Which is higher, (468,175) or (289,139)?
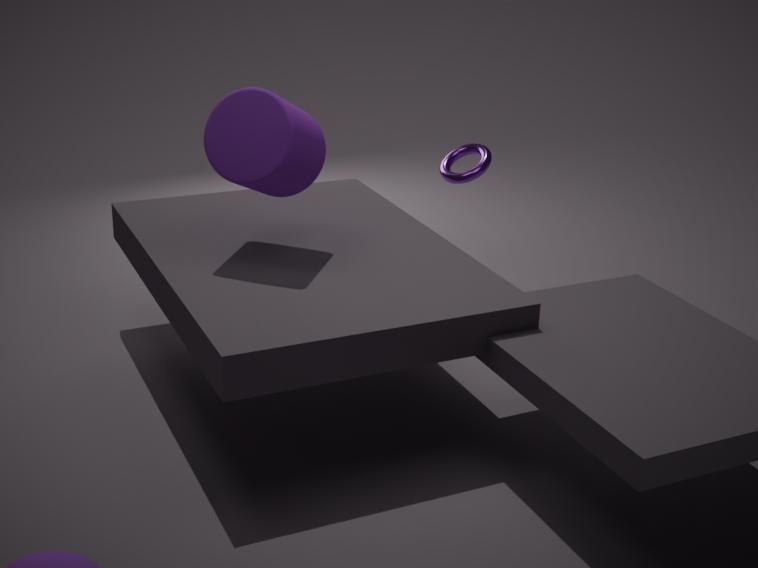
(289,139)
